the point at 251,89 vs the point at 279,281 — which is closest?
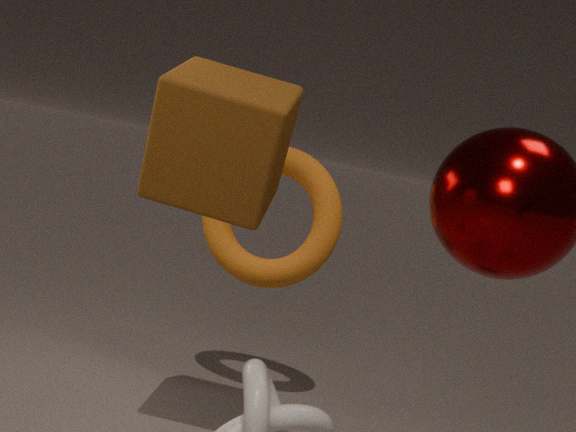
the point at 251,89
